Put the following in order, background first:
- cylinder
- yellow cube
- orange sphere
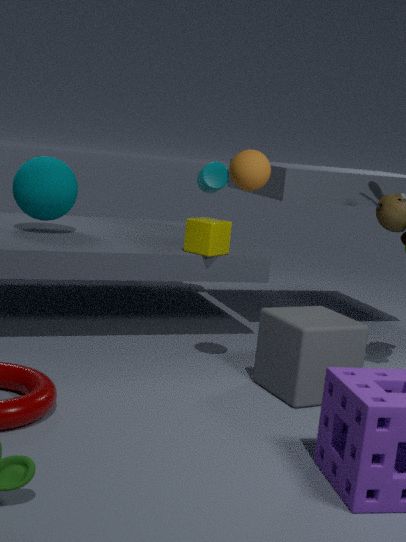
cylinder, yellow cube, orange sphere
